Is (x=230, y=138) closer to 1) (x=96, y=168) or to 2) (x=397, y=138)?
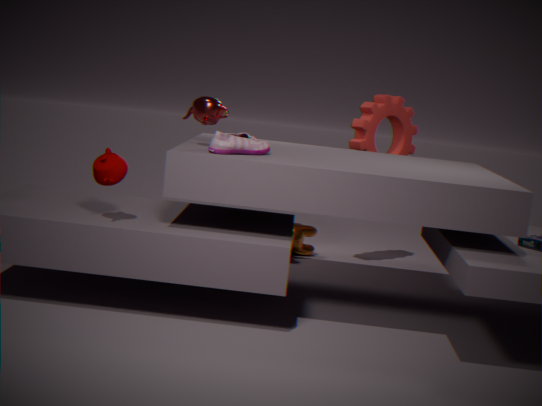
1) (x=96, y=168)
